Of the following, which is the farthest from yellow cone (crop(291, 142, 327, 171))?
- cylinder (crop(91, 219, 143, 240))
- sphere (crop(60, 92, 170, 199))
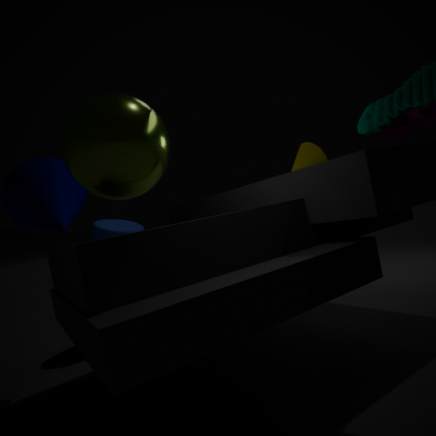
cylinder (crop(91, 219, 143, 240))
